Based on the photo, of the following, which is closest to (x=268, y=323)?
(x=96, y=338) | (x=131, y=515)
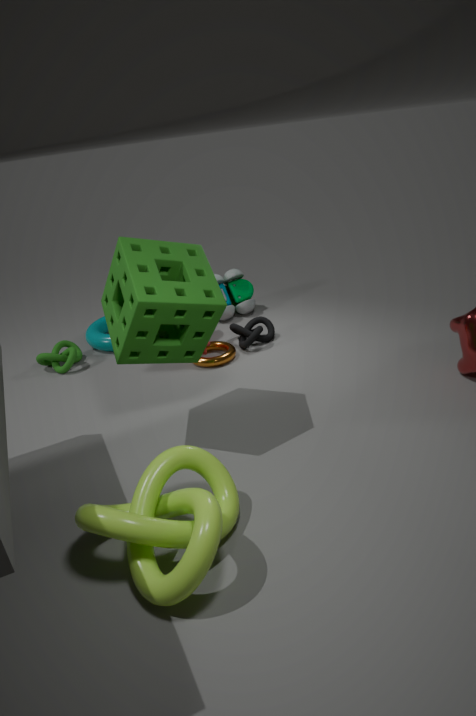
(x=96, y=338)
